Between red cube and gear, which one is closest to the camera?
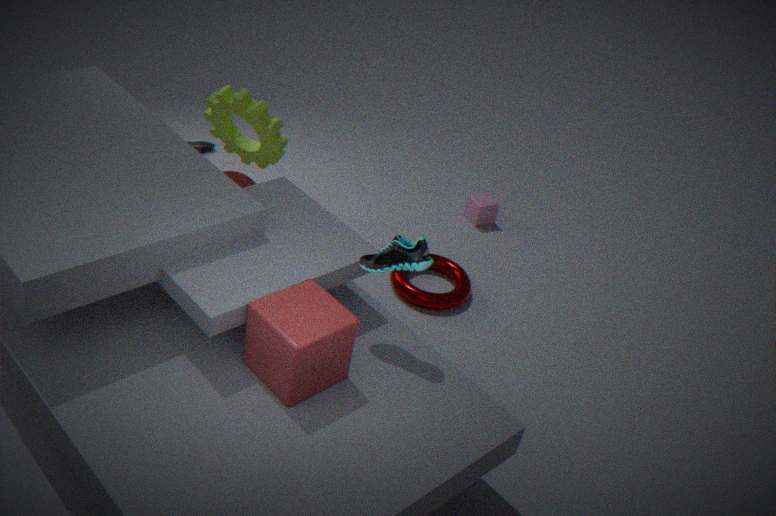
red cube
